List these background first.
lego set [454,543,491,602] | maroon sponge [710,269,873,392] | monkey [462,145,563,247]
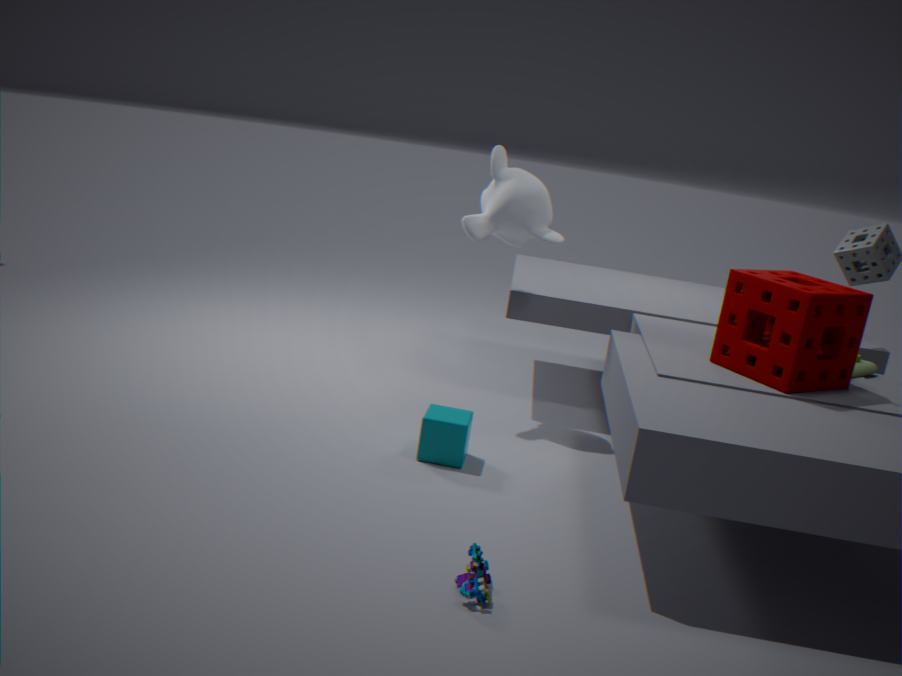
1. monkey [462,145,563,247]
2. maroon sponge [710,269,873,392]
3. lego set [454,543,491,602]
